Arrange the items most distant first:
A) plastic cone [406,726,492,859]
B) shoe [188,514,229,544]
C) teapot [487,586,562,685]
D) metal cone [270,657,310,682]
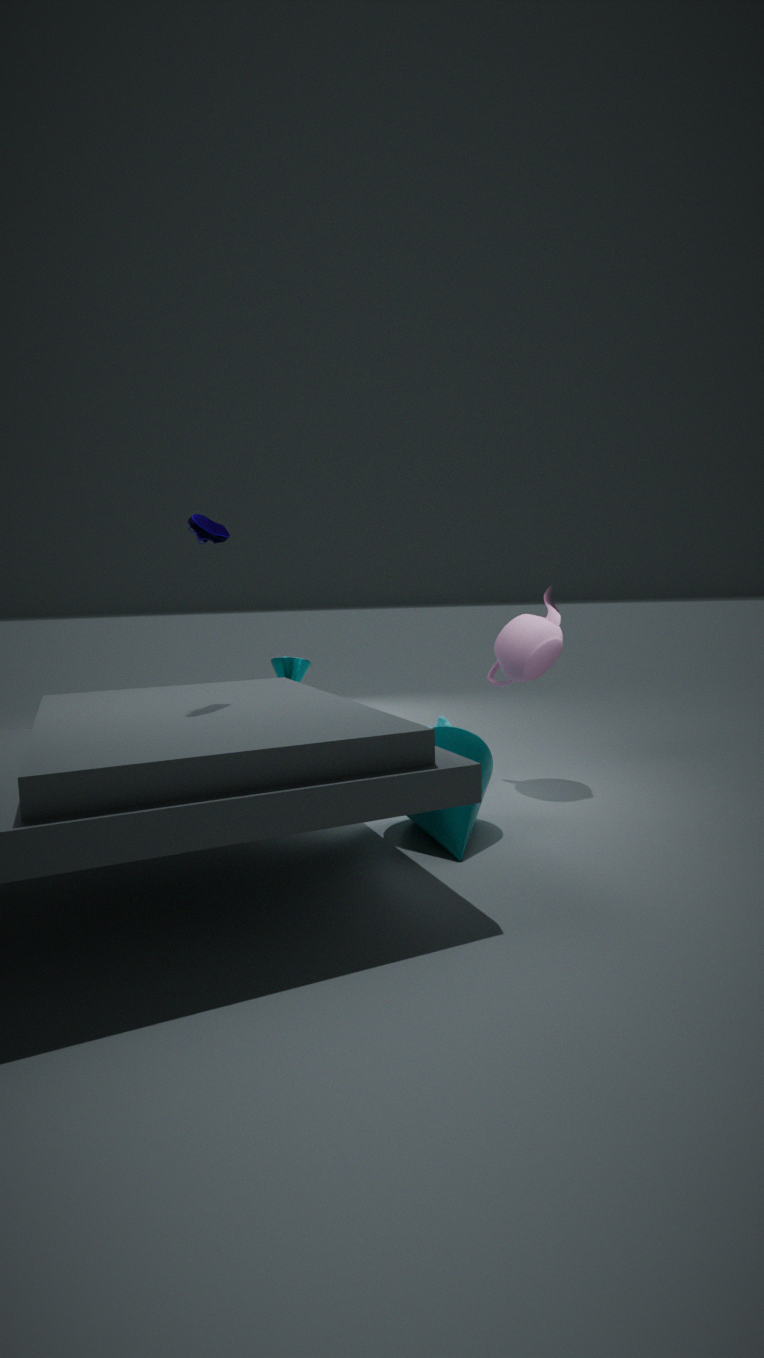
metal cone [270,657,310,682]
teapot [487,586,562,685]
shoe [188,514,229,544]
plastic cone [406,726,492,859]
